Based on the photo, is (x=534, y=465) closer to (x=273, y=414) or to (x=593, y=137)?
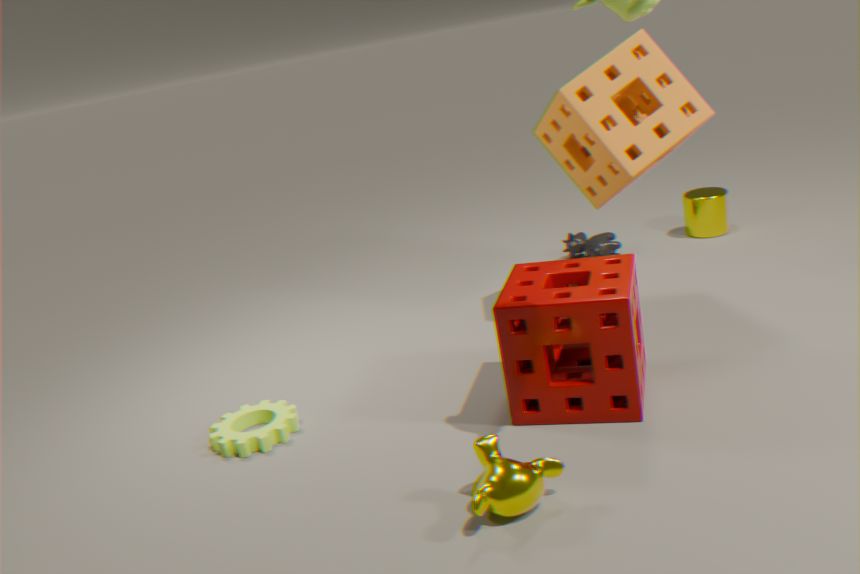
(x=273, y=414)
